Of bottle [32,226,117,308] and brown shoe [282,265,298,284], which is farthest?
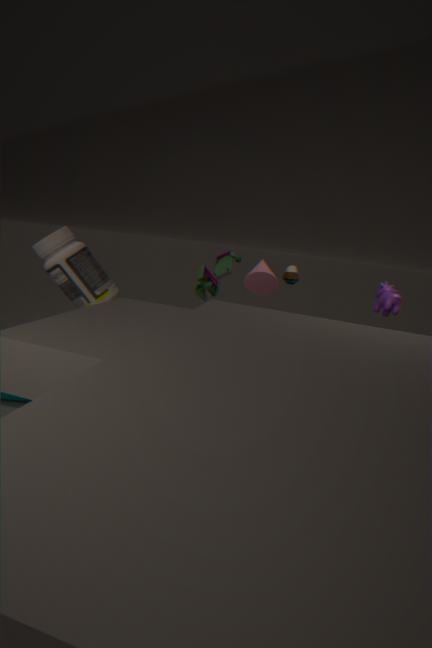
brown shoe [282,265,298,284]
